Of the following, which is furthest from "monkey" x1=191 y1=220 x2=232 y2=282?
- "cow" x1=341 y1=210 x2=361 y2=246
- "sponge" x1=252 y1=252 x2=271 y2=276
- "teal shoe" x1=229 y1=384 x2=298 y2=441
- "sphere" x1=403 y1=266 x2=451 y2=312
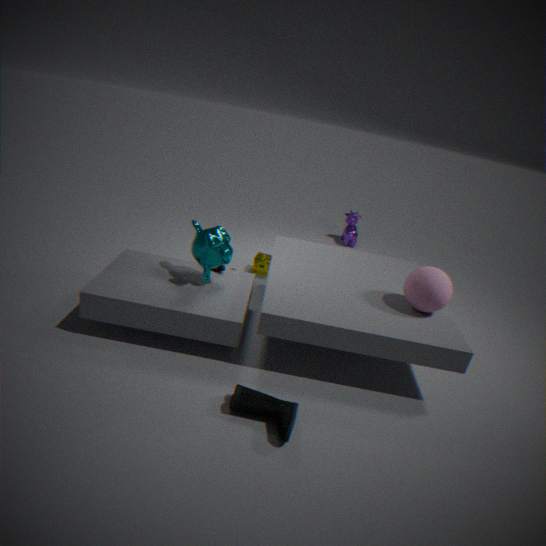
"cow" x1=341 y1=210 x2=361 y2=246
